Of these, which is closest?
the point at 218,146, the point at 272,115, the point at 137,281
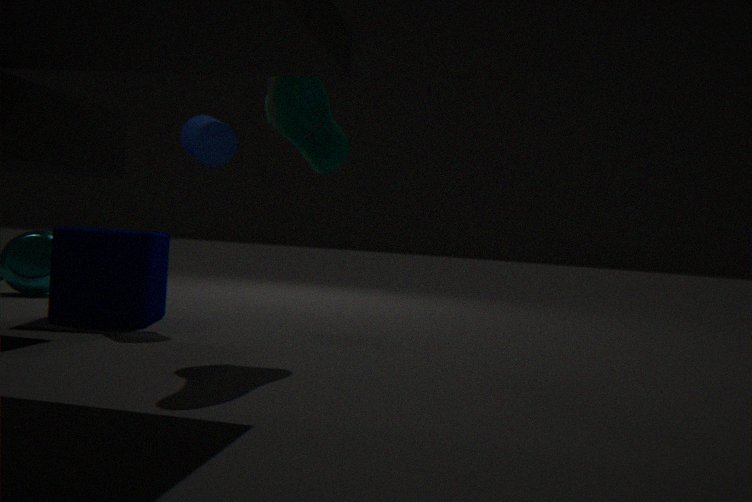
the point at 272,115
